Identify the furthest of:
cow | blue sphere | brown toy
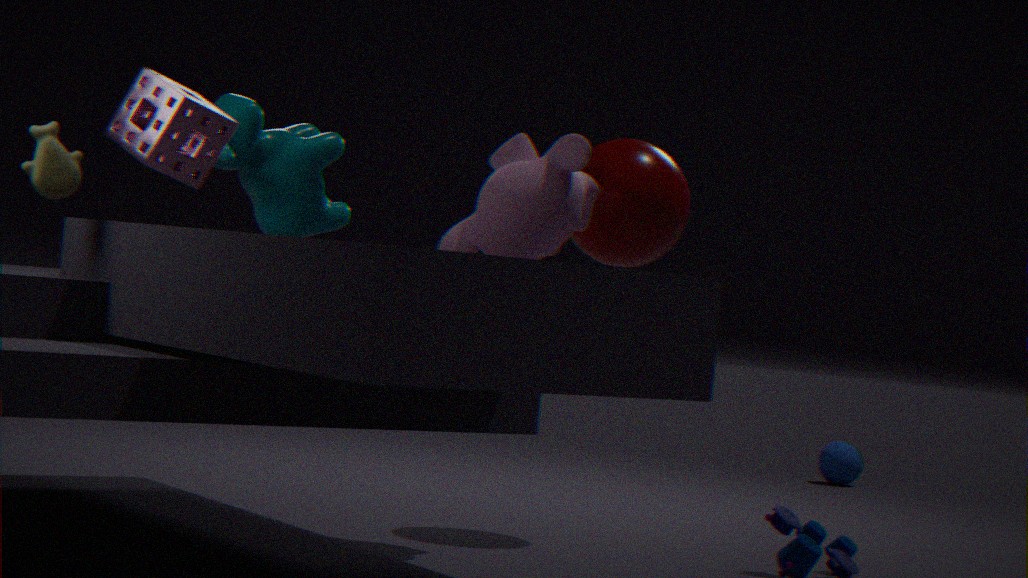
blue sphere
